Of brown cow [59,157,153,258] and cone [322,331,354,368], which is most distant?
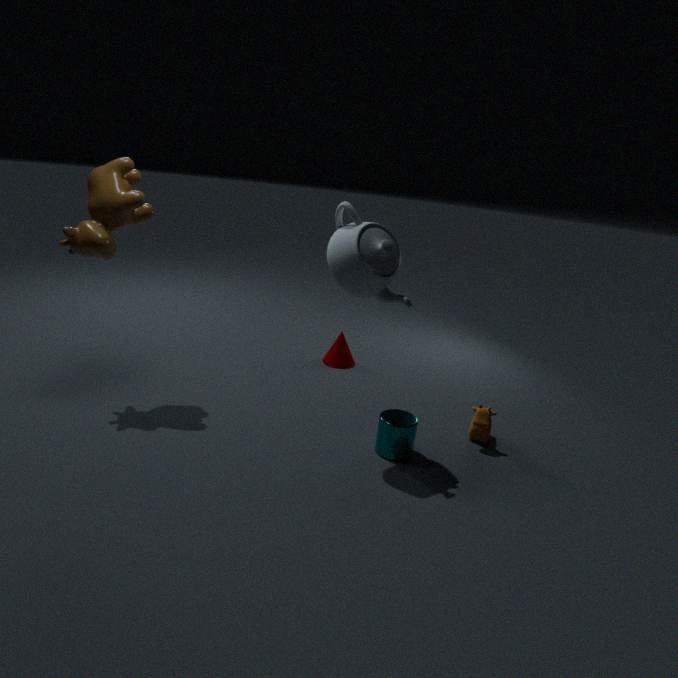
cone [322,331,354,368]
